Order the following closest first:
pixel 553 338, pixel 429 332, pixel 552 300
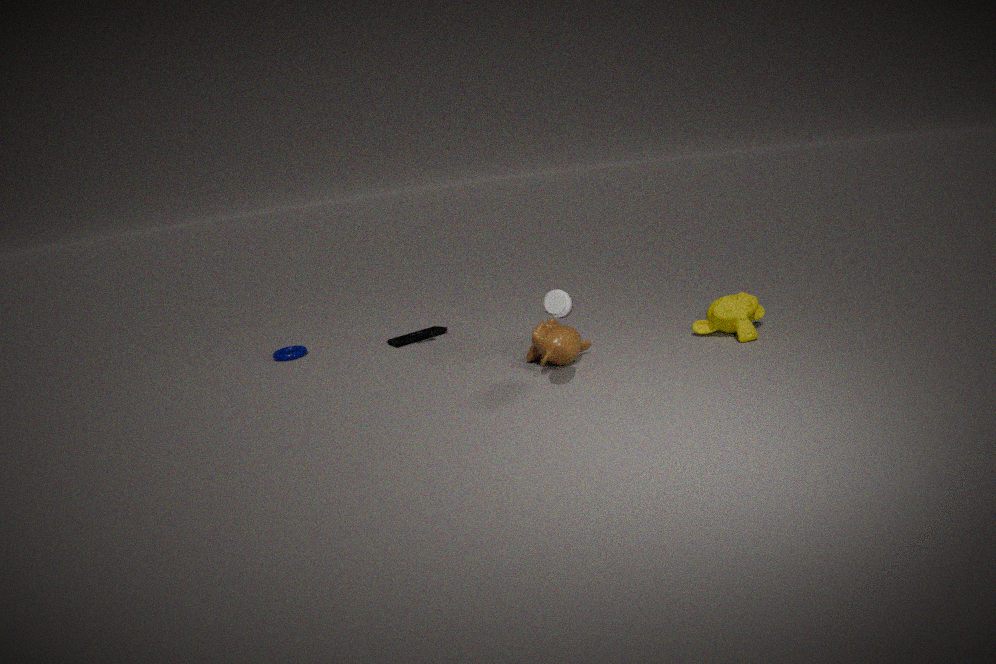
pixel 552 300
pixel 553 338
pixel 429 332
